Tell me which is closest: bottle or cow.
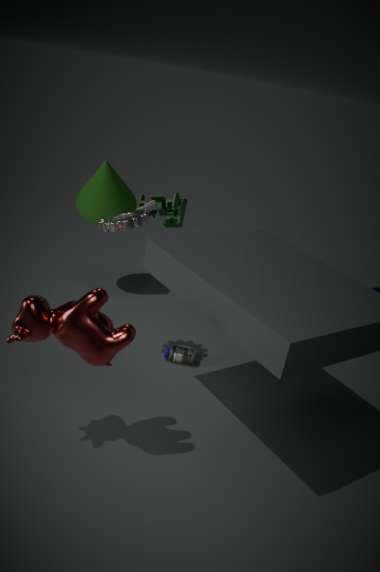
cow
